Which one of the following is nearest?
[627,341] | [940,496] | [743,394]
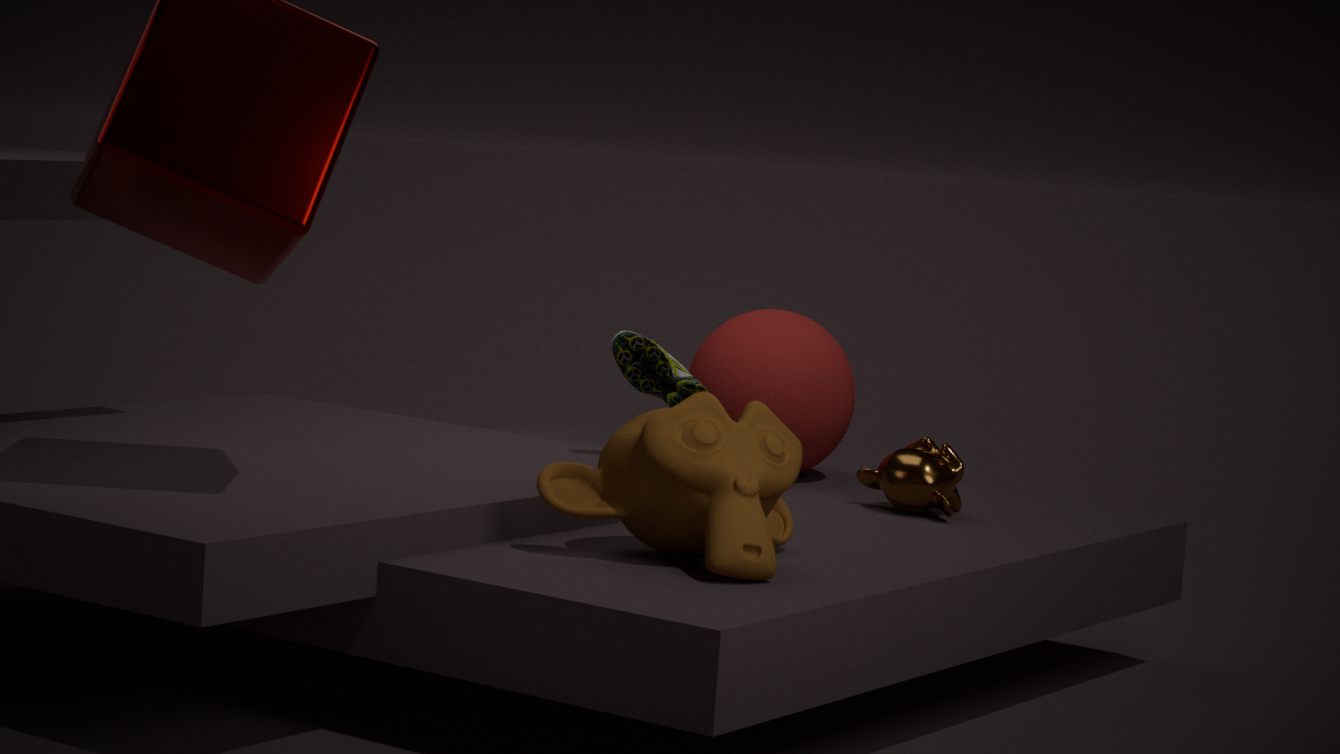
[627,341]
